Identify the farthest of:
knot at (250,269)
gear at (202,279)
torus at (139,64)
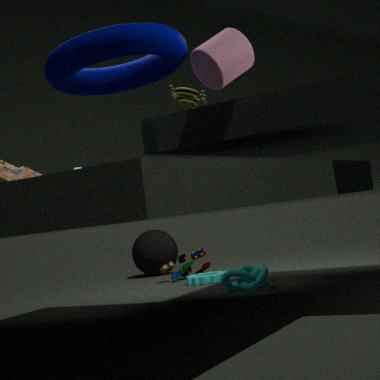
gear at (202,279)
